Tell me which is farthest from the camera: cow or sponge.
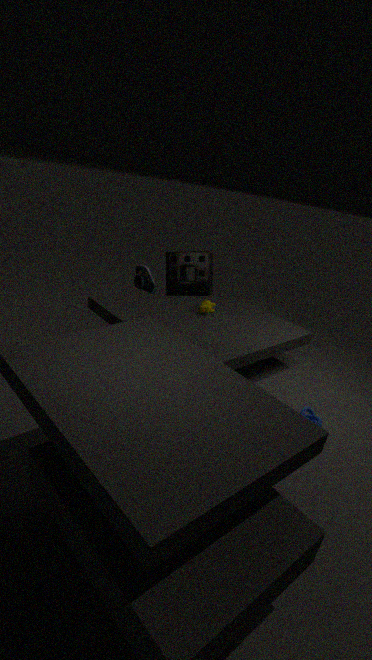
cow
